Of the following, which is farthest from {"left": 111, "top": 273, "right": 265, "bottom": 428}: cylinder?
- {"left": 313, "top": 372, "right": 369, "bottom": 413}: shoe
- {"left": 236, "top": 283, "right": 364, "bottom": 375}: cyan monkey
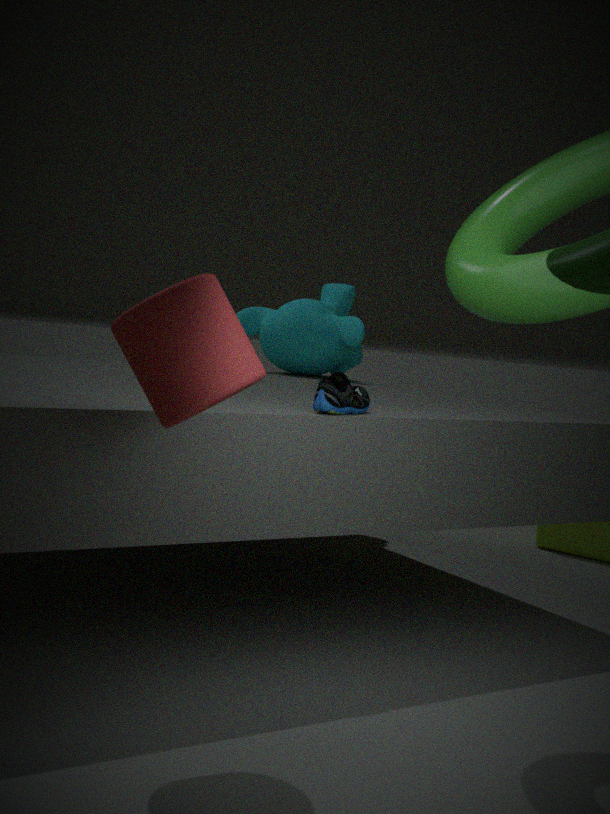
{"left": 236, "top": 283, "right": 364, "bottom": 375}: cyan monkey
